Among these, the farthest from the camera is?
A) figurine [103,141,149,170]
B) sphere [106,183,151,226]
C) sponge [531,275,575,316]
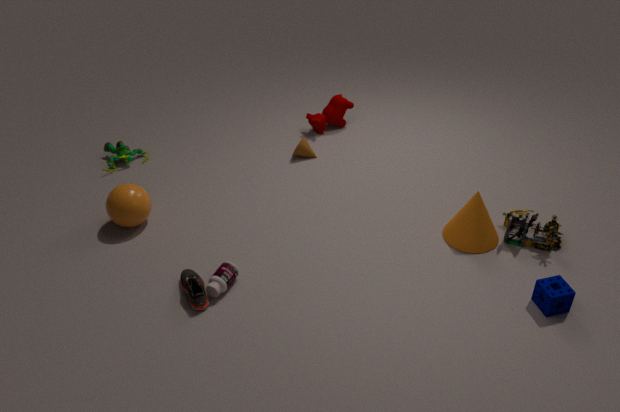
figurine [103,141,149,170]
